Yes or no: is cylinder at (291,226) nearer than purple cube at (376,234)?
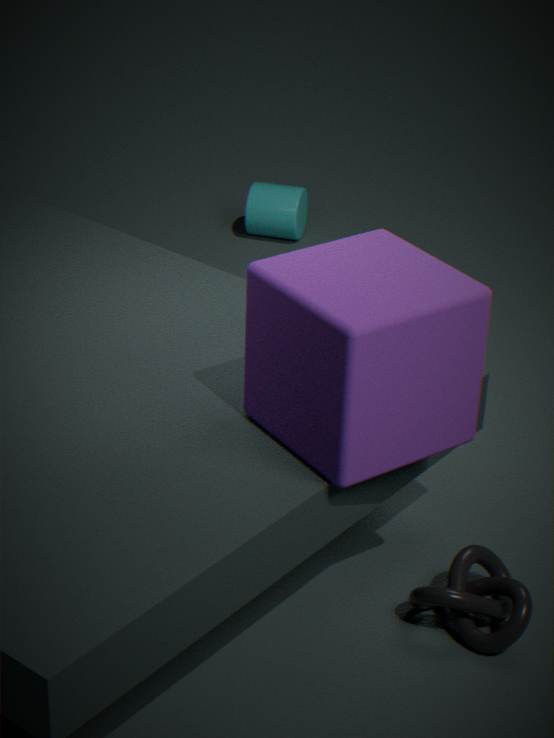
No
